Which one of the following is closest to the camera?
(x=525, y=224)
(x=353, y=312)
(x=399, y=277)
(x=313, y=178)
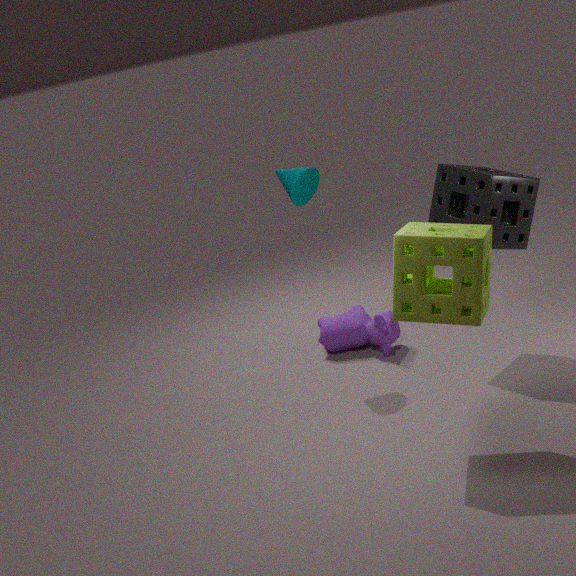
(x=399, y=277)
